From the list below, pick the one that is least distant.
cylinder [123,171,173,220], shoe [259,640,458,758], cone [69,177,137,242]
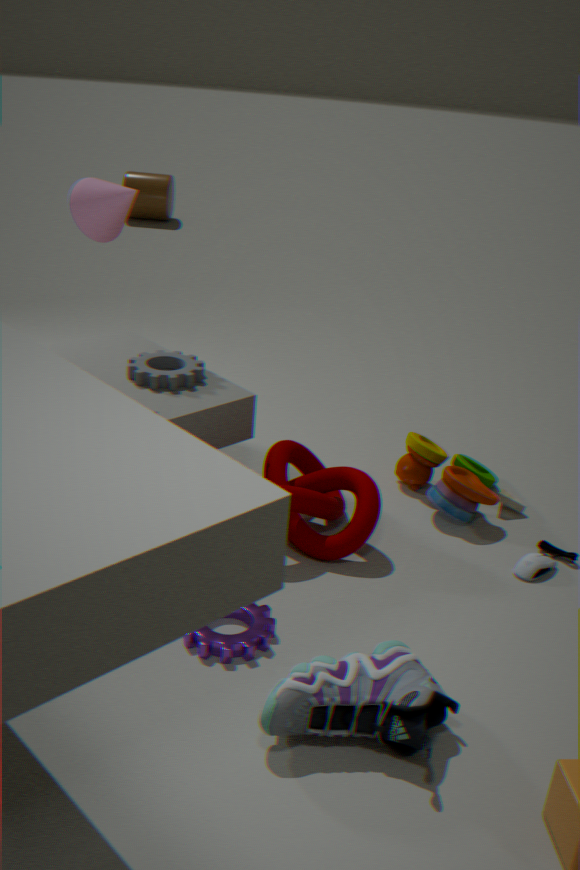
shoe [259,640,458,758]
